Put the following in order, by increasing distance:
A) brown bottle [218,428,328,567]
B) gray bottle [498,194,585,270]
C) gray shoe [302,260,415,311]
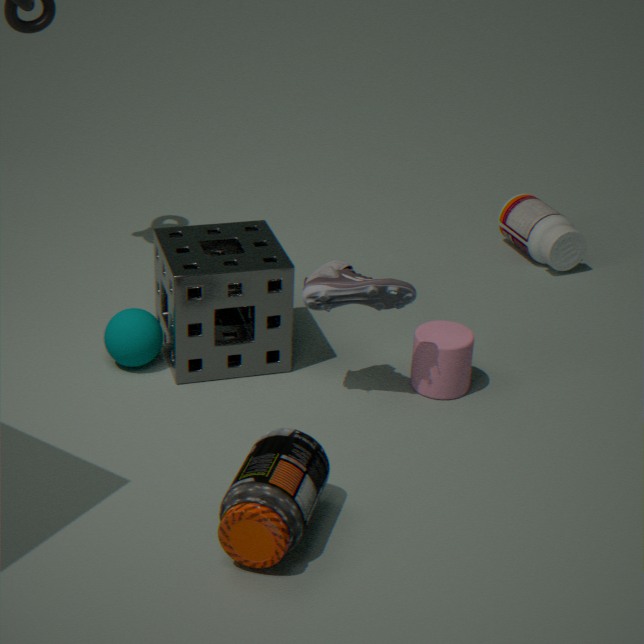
1. brown bottle [218,428,328,567]
2. gray shoe [302,260,415,311]
3. gray bottle [498,194,585,270]
